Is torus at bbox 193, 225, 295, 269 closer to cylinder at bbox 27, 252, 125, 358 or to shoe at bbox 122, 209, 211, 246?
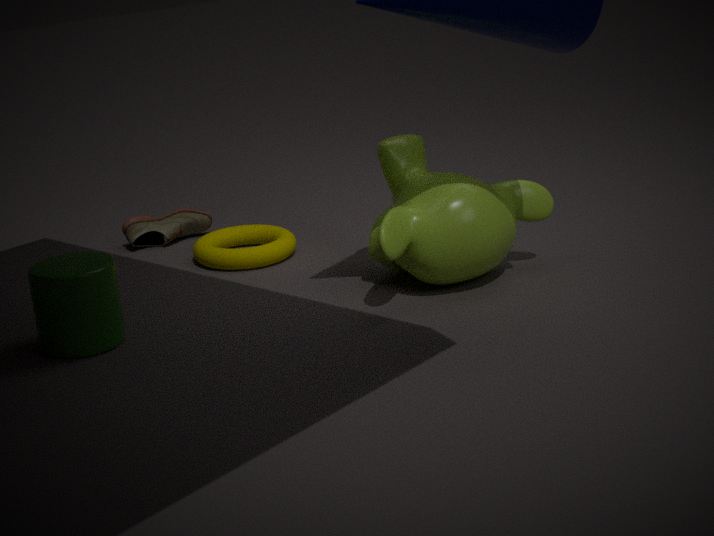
shoe at bbox 122, 209, 211, 246
